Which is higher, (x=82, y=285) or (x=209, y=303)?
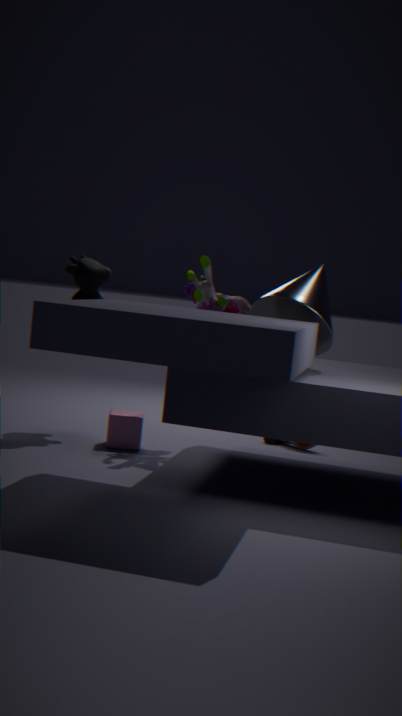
(x=209, y=303)
